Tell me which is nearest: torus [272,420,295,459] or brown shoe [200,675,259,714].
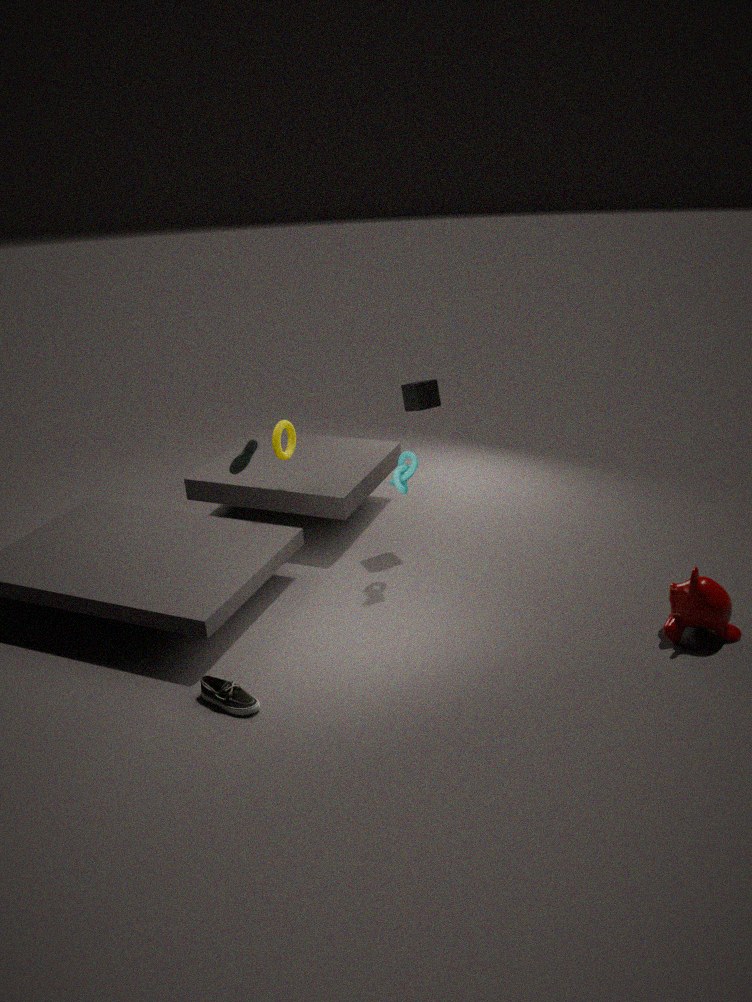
brown shoe [200,675,259,714]
